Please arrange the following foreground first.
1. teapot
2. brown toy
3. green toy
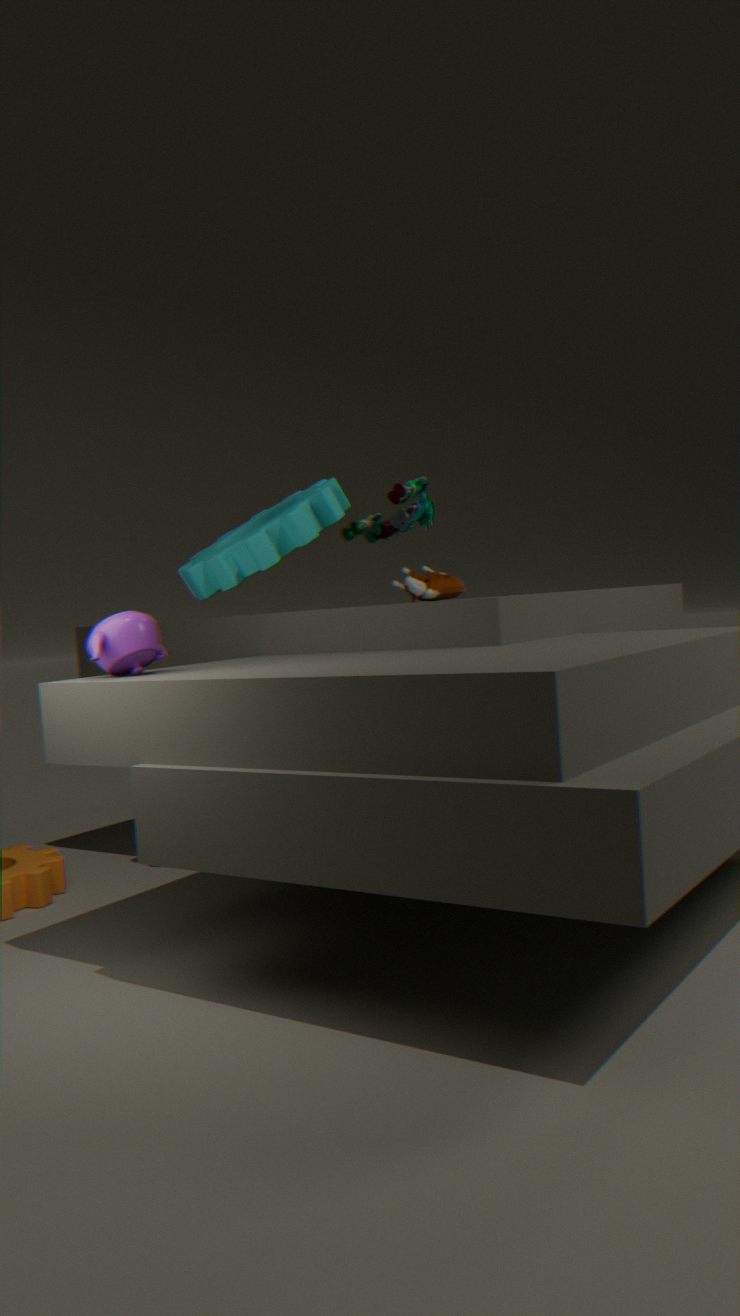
teapot < brown toy < green toy
